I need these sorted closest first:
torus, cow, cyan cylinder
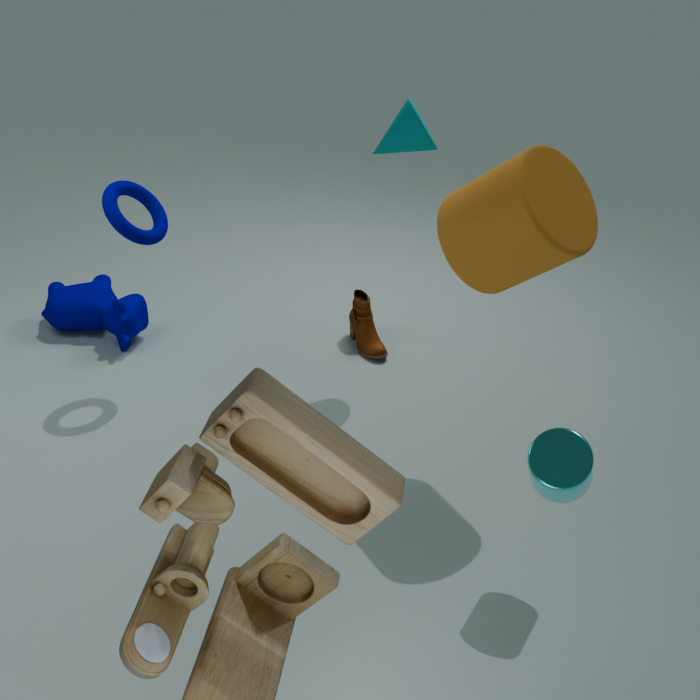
cyan cylinder
torus
cow
